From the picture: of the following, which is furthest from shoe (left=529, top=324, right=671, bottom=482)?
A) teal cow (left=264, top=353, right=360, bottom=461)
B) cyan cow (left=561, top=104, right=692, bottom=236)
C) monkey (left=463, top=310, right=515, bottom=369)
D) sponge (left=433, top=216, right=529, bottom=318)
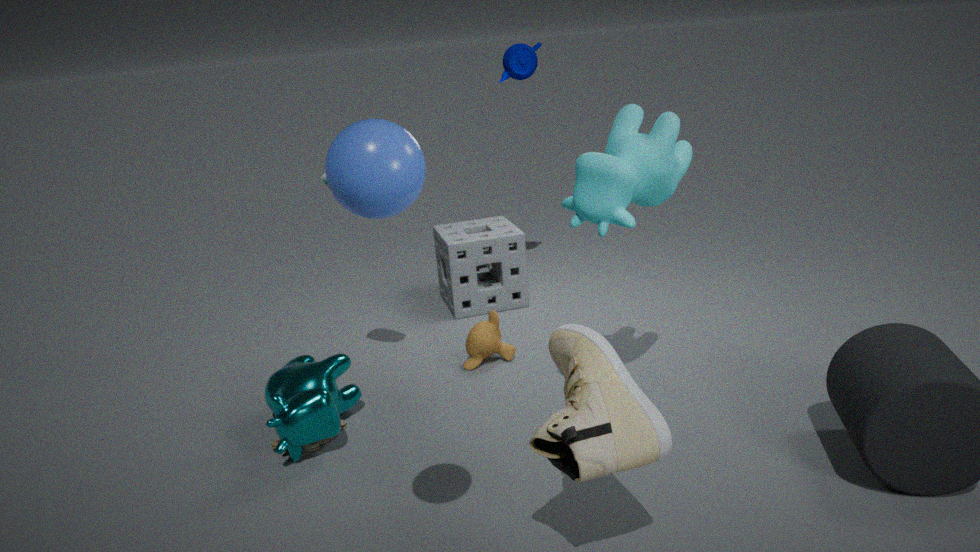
sponge (left=433, top=216, right=529, bottom=318)
